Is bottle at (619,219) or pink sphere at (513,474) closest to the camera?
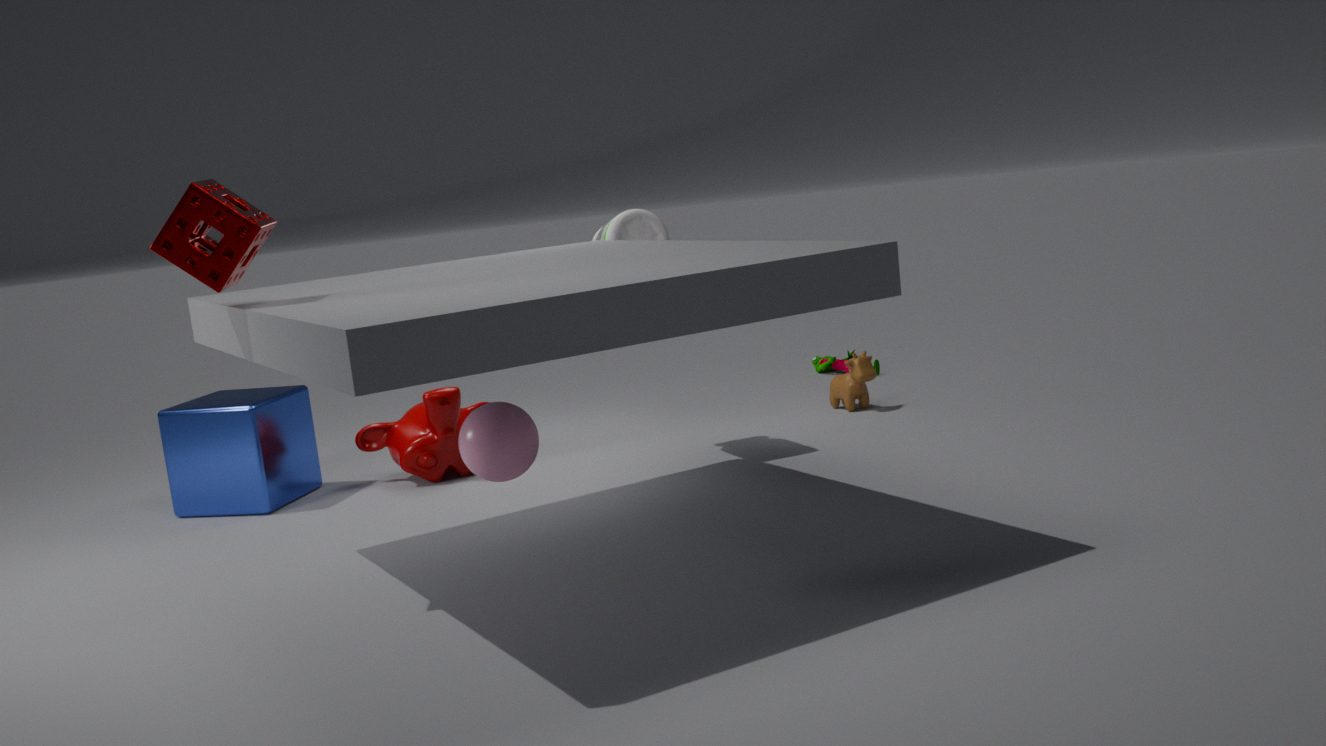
pink sphere at (513,474)
